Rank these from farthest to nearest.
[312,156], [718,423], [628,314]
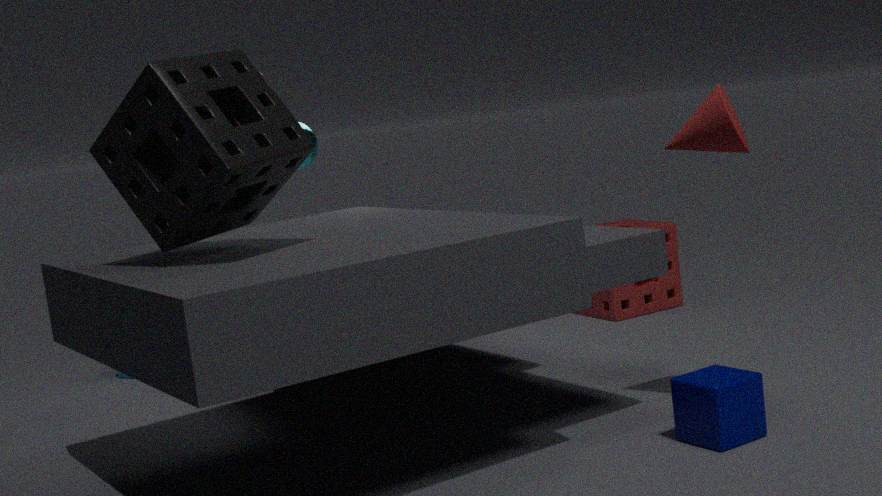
[628,314] < [312,156] < [718,423]
